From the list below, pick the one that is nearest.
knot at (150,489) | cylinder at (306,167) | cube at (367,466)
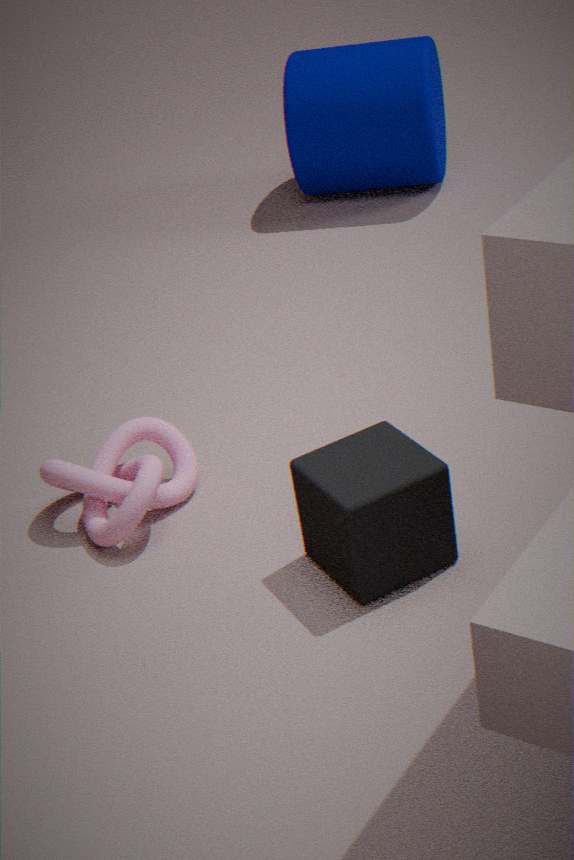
cube at (367,466)
